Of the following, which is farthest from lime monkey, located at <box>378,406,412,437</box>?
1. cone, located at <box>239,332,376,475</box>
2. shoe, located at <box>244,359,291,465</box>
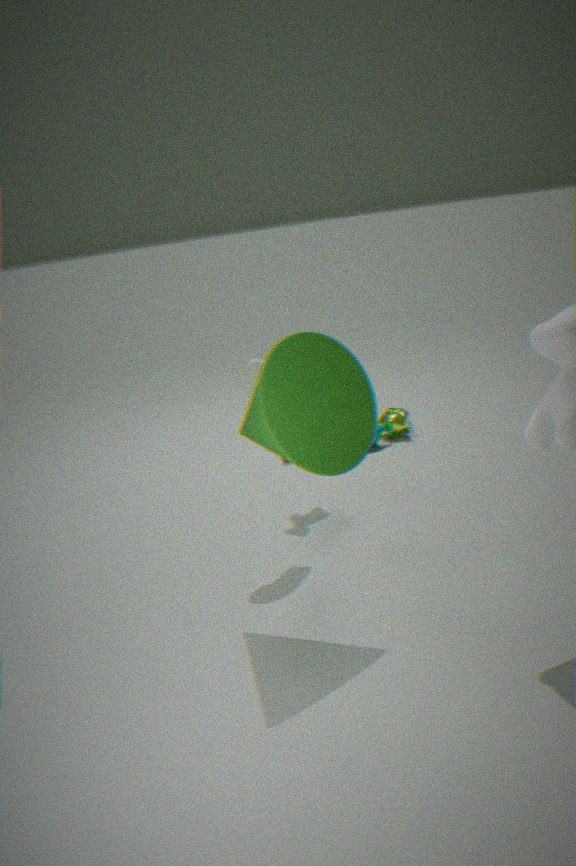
cone, located at <box>239,332,376,475</box>
